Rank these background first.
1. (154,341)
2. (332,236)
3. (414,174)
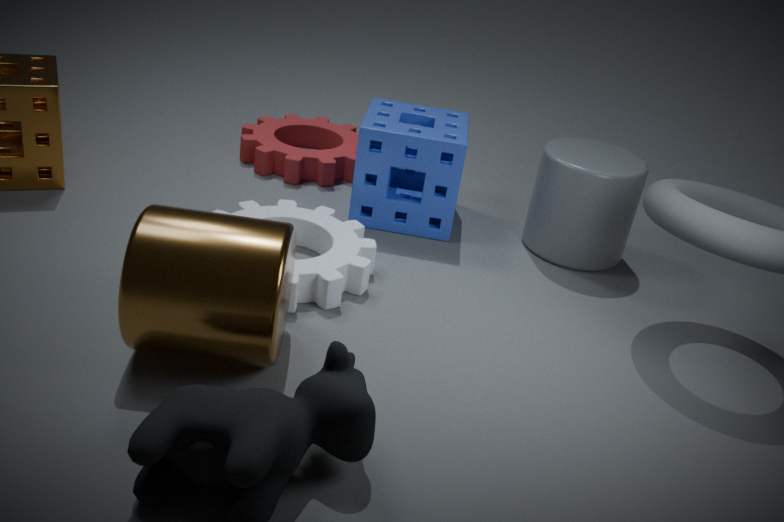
(414,174), (332,236), (154,341)
